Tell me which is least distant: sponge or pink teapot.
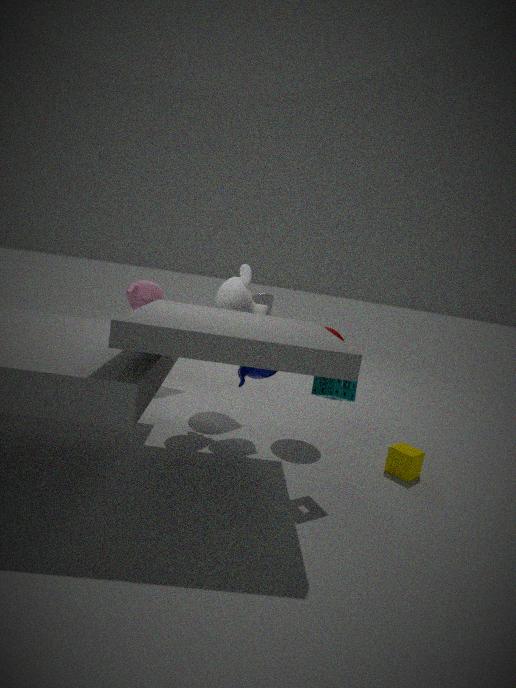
sponge
